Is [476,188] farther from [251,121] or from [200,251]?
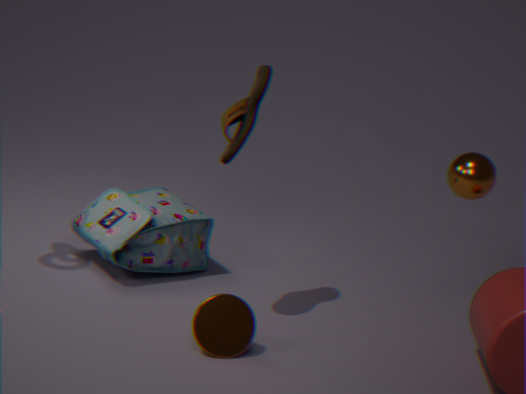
[200,251]
